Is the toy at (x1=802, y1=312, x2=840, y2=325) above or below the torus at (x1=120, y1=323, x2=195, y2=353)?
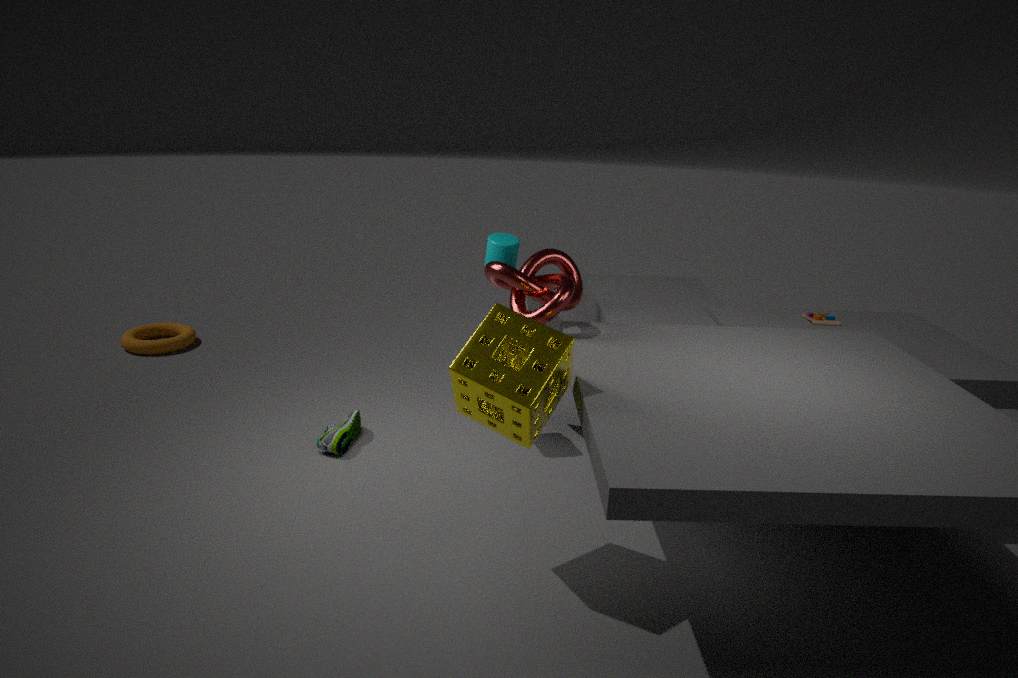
above
